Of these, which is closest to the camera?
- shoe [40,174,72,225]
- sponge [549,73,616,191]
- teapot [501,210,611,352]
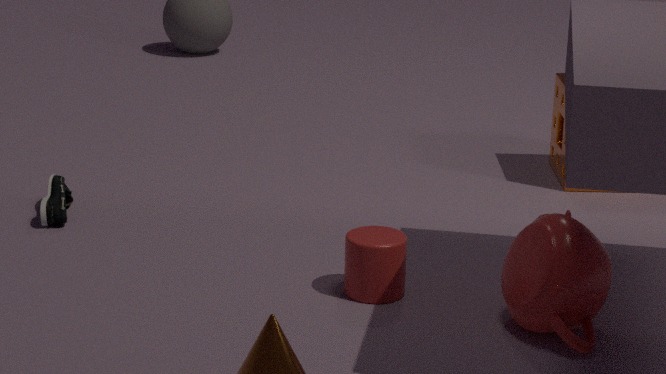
teapot [501,210,611,352]
